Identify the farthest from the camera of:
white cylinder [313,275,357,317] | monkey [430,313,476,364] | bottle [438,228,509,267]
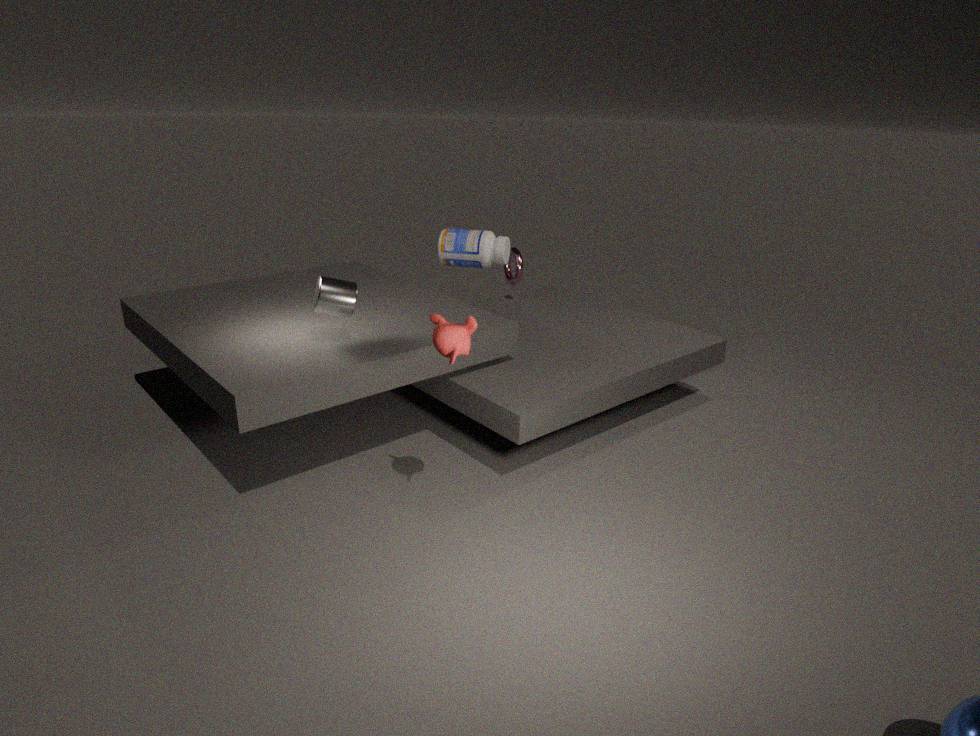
bottle [438,228,509,267]
